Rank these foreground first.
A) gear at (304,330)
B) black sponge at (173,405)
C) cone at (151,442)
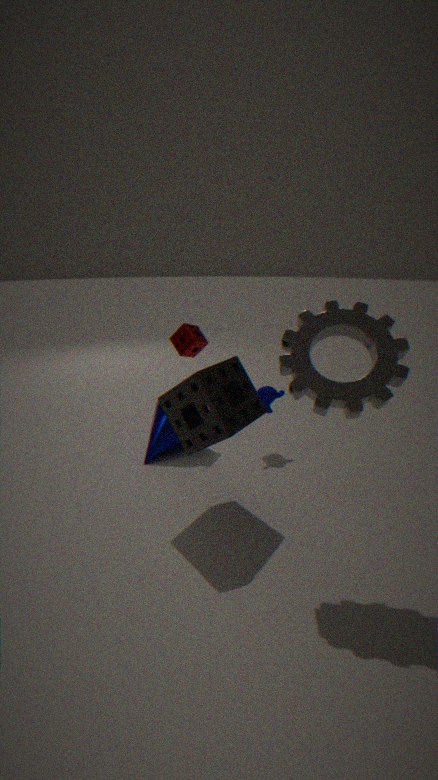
gear at (304,330), black sponge at (173,405), cone at (151,442)
